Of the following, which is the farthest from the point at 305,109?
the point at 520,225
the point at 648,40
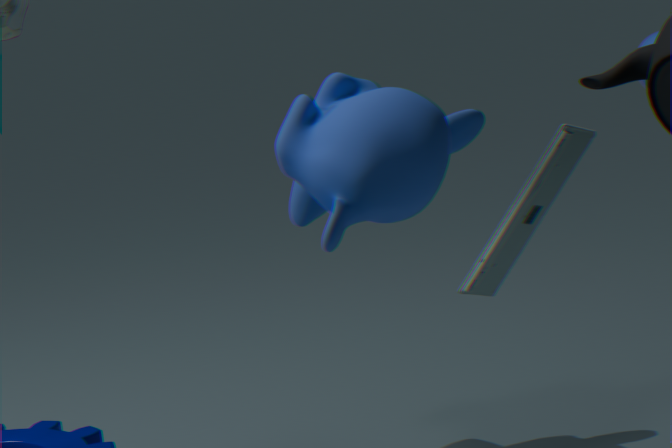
the point at 648,40
